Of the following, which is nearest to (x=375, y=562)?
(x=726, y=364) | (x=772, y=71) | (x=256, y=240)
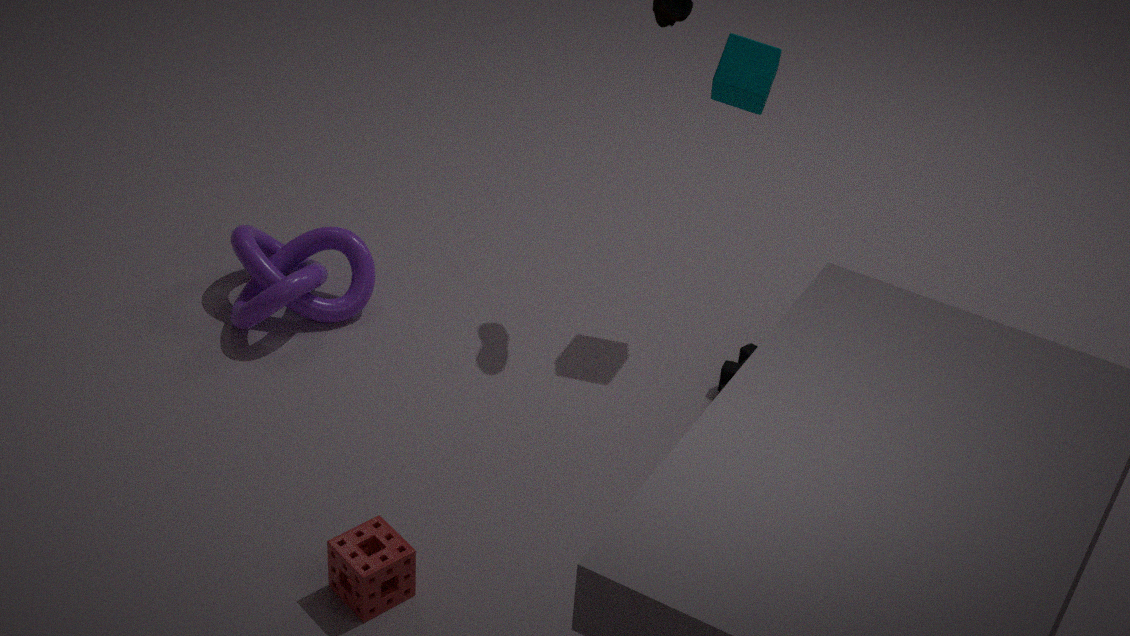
(x=256, y=240)
